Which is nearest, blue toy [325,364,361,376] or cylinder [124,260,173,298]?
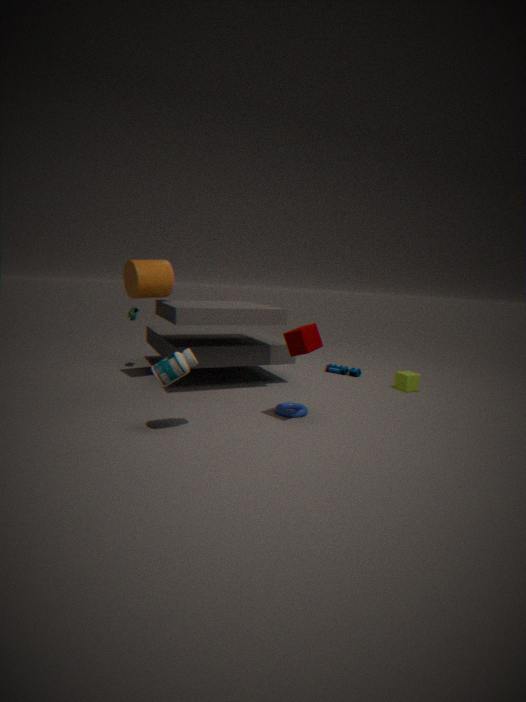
cylinder [124,260,173,298]
